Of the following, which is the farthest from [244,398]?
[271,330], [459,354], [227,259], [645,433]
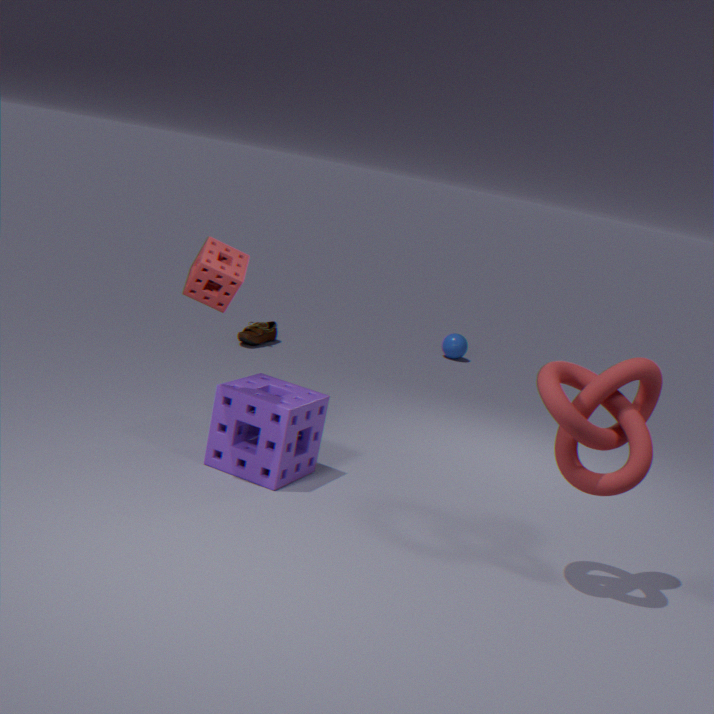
[459,354]
